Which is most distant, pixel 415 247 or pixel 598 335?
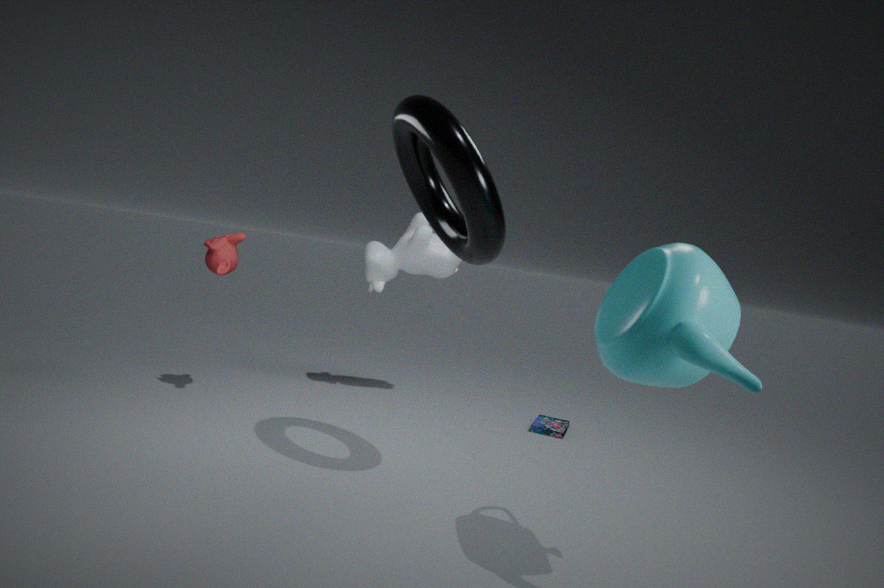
pixel 415 247
